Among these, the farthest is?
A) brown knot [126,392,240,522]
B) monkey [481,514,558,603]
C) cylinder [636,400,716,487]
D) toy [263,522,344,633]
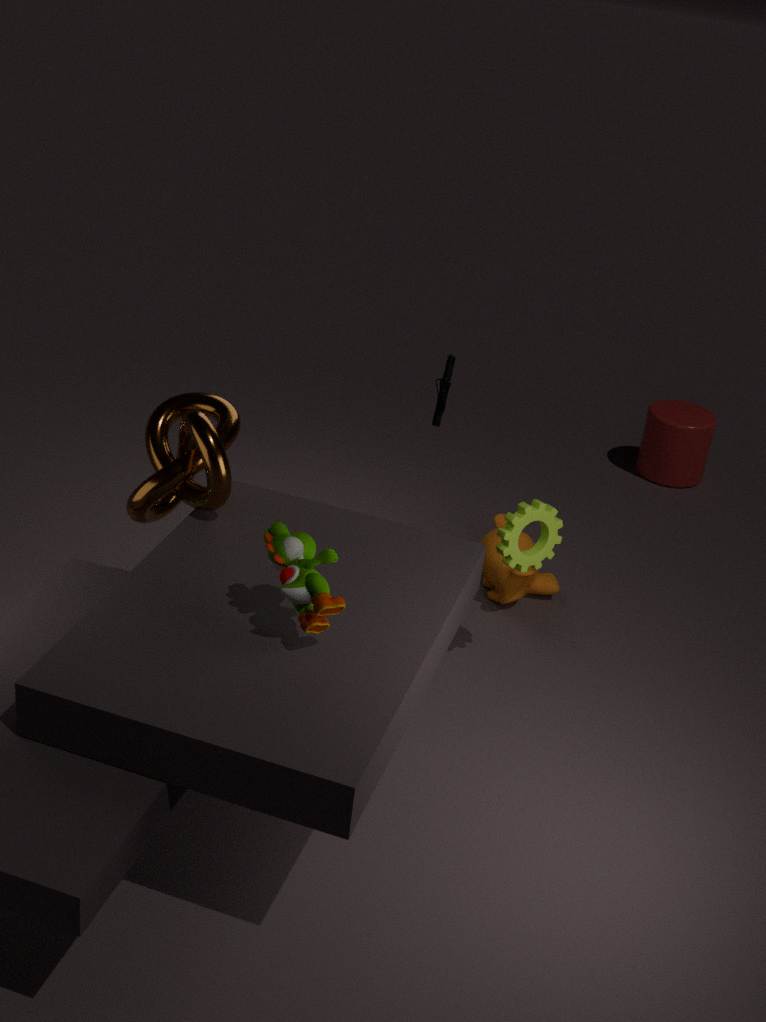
cylinder [636,400,716,487]
